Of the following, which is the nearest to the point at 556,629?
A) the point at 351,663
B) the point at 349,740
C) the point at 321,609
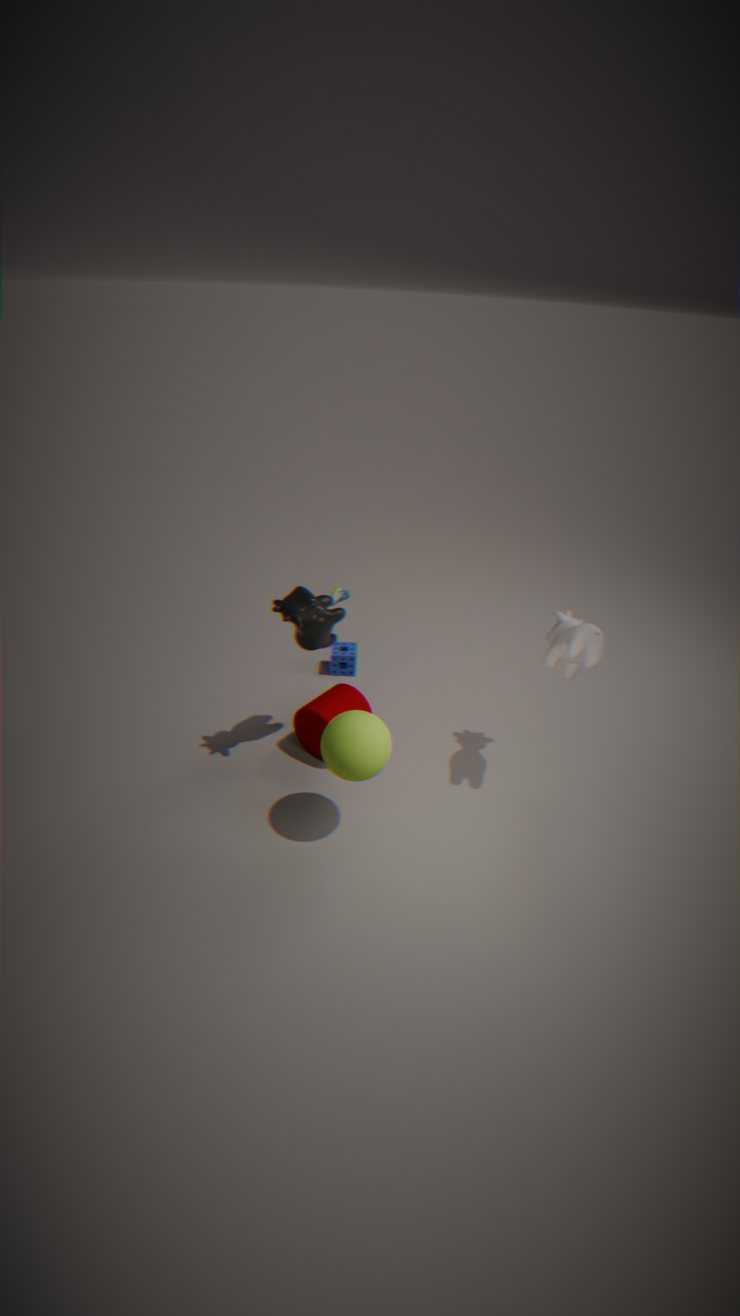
the point at 349,740
